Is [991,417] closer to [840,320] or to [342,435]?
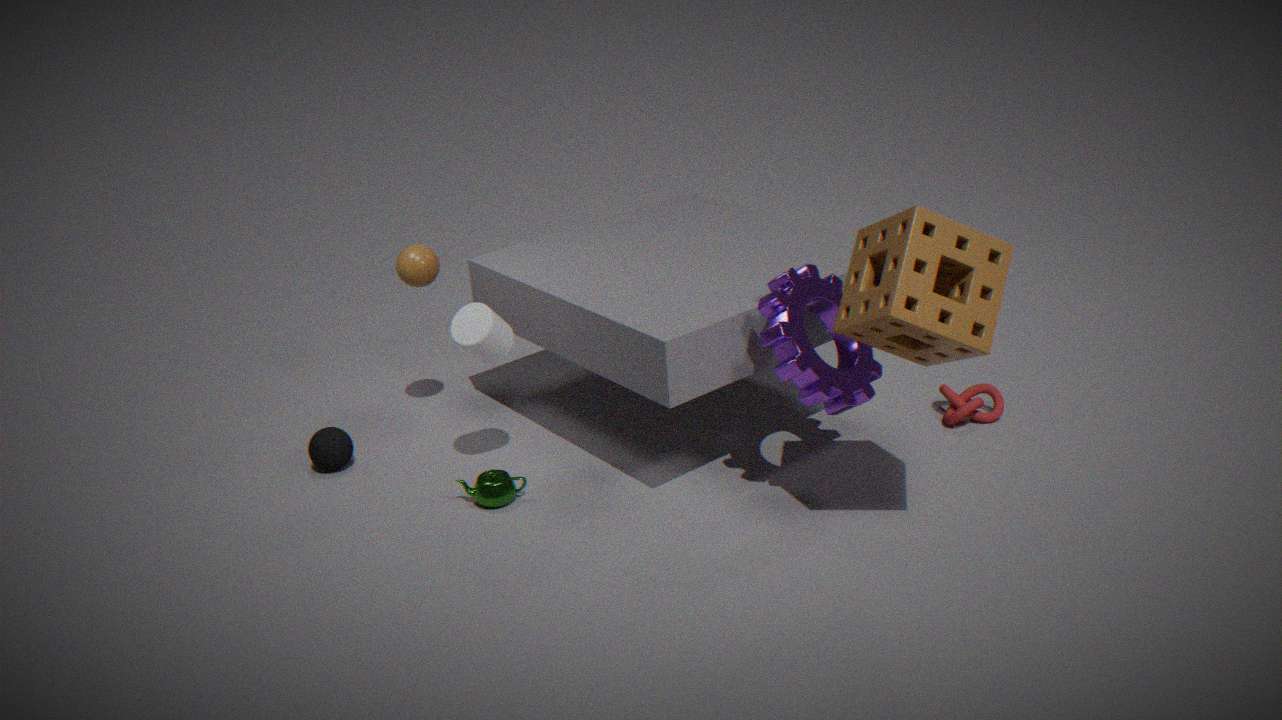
[840,320]
